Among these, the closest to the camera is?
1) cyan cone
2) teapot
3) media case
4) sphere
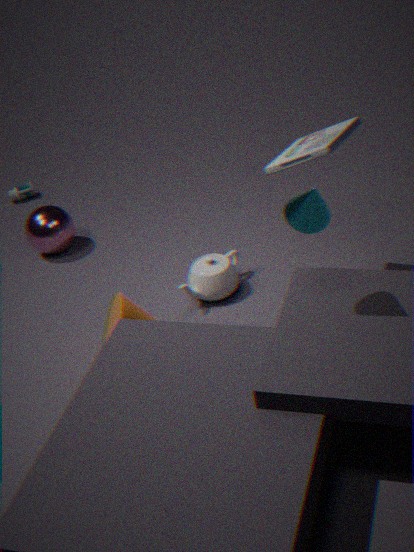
1. cyan cone
